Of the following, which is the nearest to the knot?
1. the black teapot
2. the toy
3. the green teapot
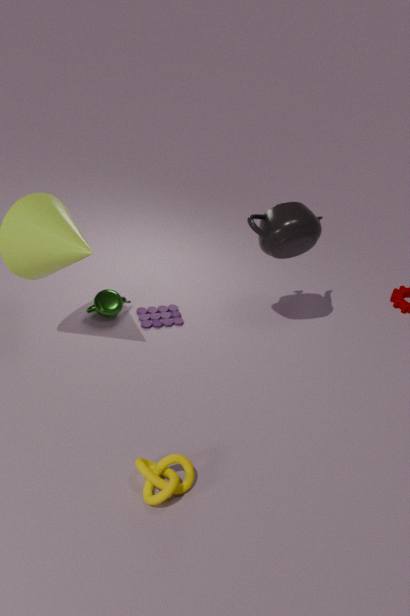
the toy
